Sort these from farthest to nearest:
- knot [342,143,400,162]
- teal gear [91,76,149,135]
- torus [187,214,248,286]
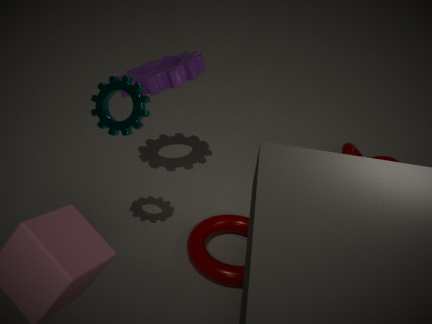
Answer: 1. knot [342,143,400,162]
2. torus [187,214,248,286]
3. teal gear [91,76,149,135]
